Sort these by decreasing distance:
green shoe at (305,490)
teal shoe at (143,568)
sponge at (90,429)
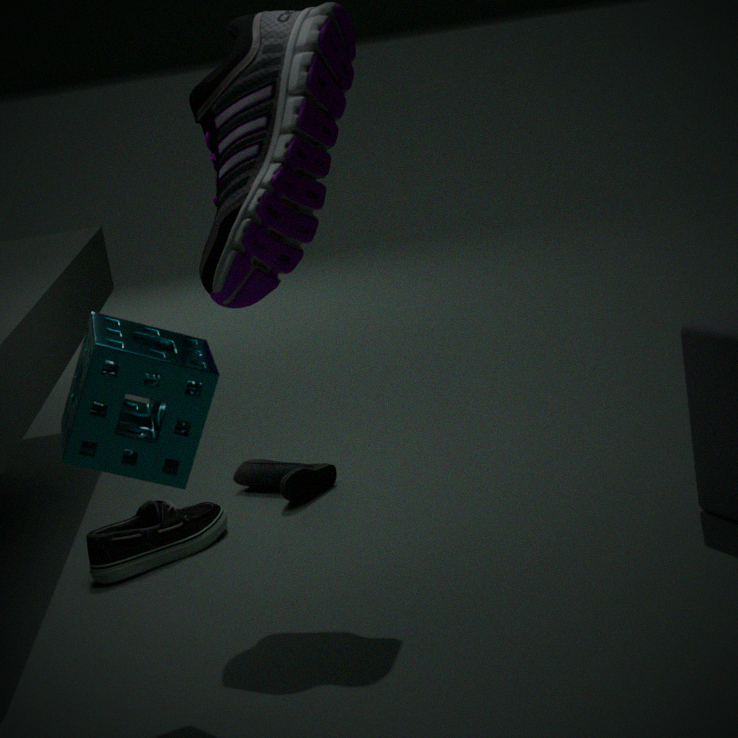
1. green shoe at (305,490)
2. teal shoe at (143,568)
3. sponge at (90,429)
